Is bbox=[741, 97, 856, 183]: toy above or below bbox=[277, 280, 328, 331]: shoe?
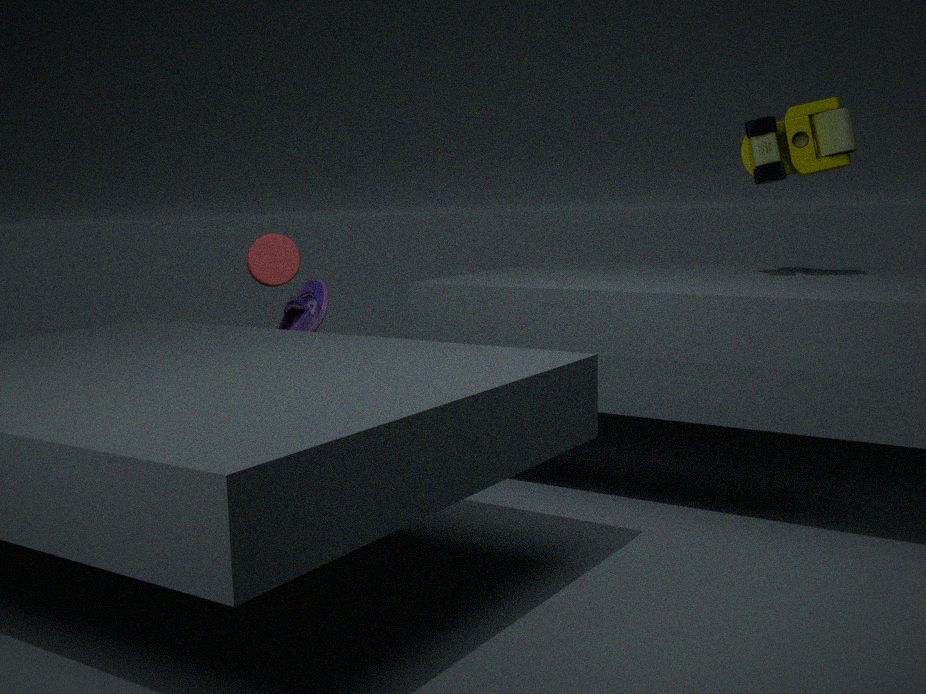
above
